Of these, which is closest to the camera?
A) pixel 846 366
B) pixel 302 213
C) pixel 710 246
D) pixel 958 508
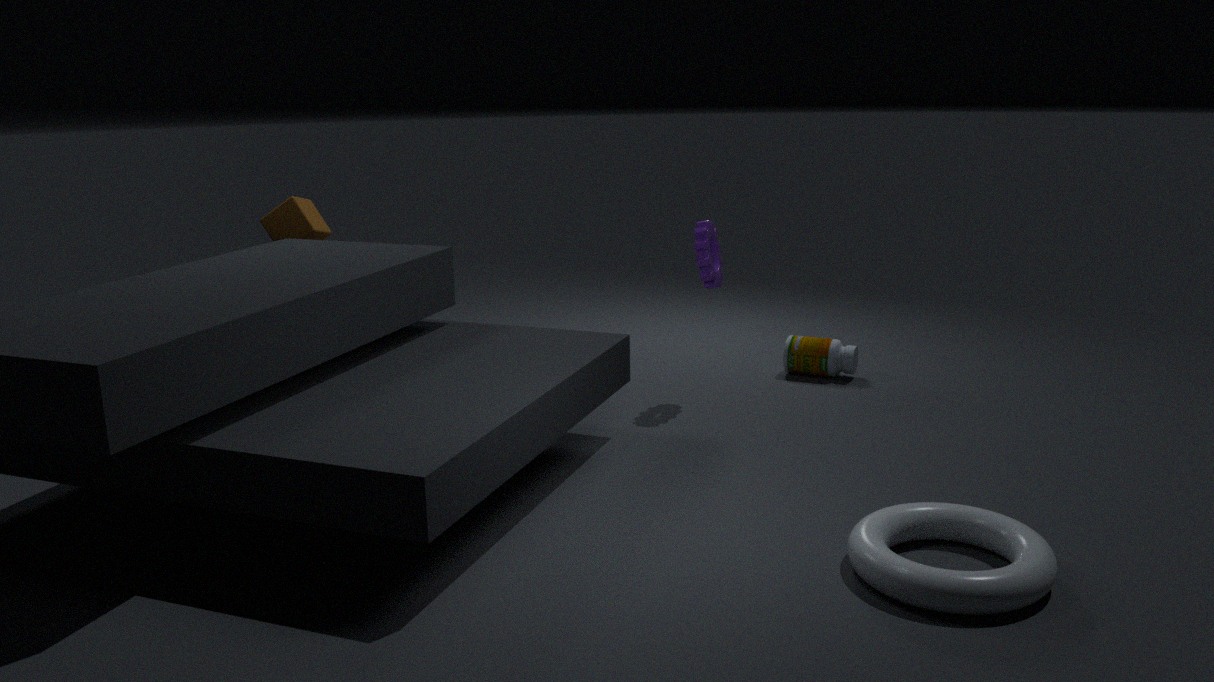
pixel 958 508
